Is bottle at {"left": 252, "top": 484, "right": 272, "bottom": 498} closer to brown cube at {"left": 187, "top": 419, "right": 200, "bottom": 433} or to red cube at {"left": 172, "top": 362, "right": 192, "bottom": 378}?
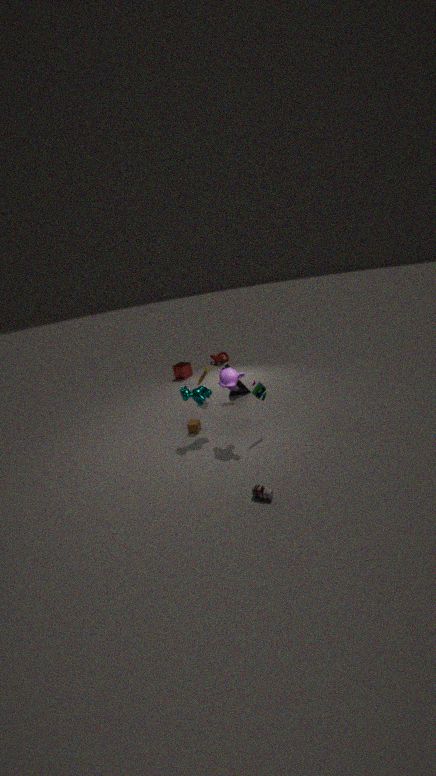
brown cube at {"left": 187, "top": 419, "right": 200, "bottom": 433}
